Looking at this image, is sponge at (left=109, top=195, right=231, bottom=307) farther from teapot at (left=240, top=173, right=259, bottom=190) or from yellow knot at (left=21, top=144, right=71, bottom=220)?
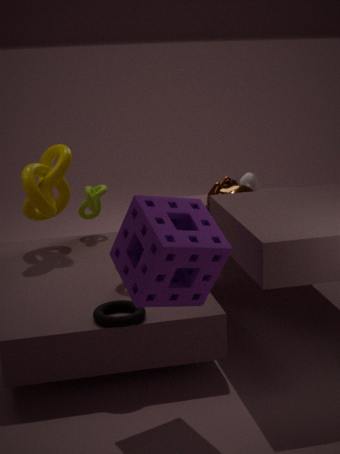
teapot at (left=240, top=173, right=259, bottom=190)
